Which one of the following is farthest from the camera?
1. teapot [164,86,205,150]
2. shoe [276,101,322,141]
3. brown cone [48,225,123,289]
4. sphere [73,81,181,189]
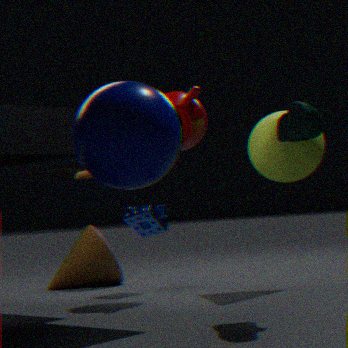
brown cone [48,225,123,289]
